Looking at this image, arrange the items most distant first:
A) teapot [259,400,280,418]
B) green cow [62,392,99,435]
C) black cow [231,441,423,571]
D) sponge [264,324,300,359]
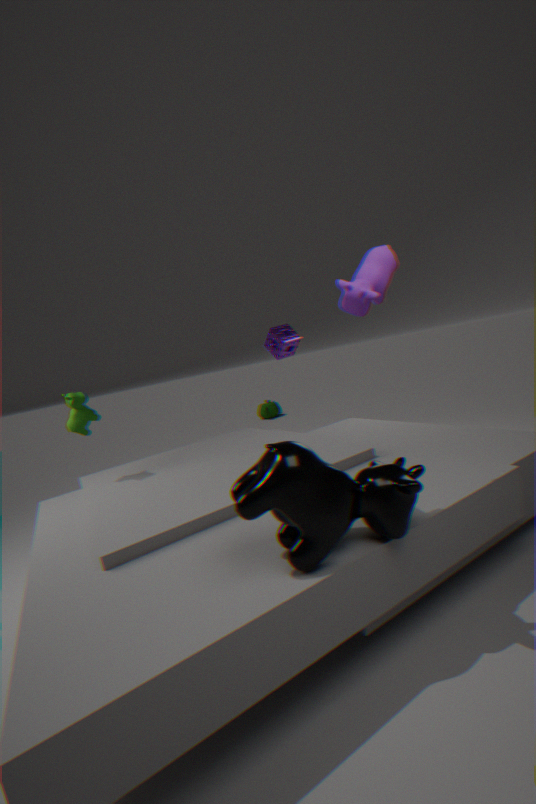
teapot [259,400,280,418] → sponge [264,324,300,359] → green cow [62,392,99,435] → black cow [231,441,423,571]
